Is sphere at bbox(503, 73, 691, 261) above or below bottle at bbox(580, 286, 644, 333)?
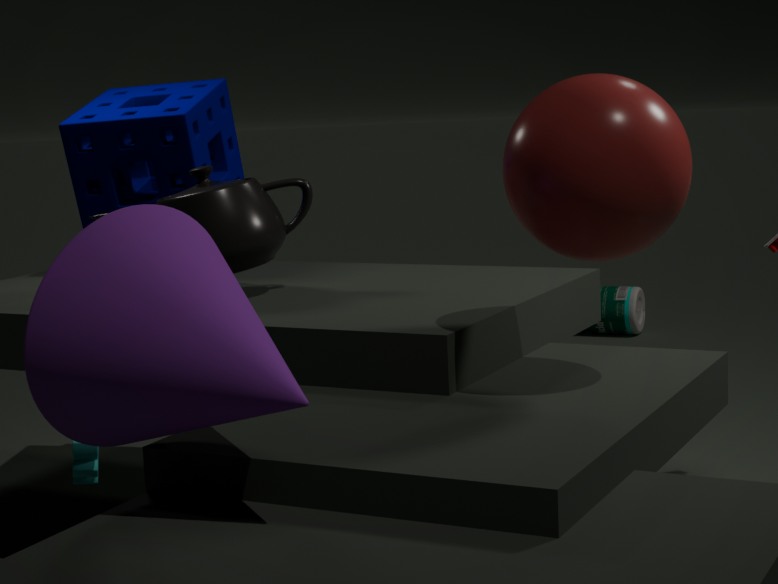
above
